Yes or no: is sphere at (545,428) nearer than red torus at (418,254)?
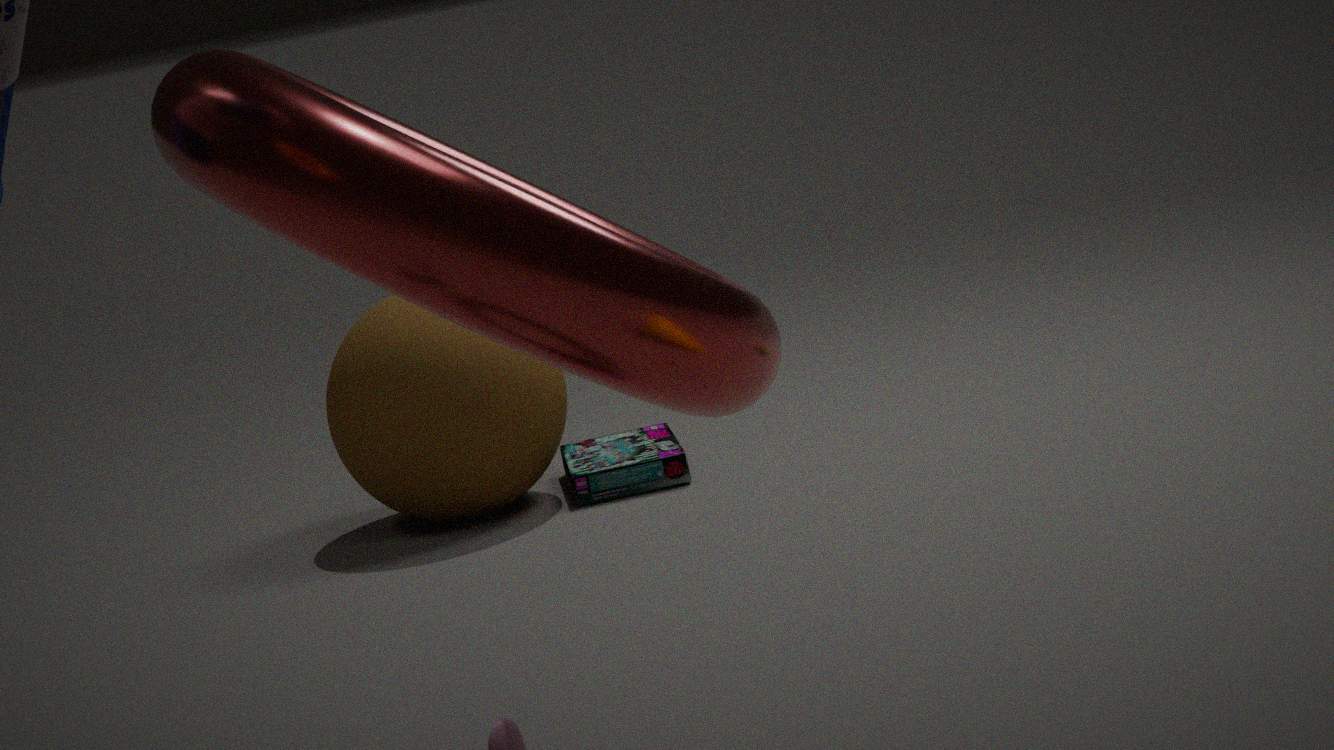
No
